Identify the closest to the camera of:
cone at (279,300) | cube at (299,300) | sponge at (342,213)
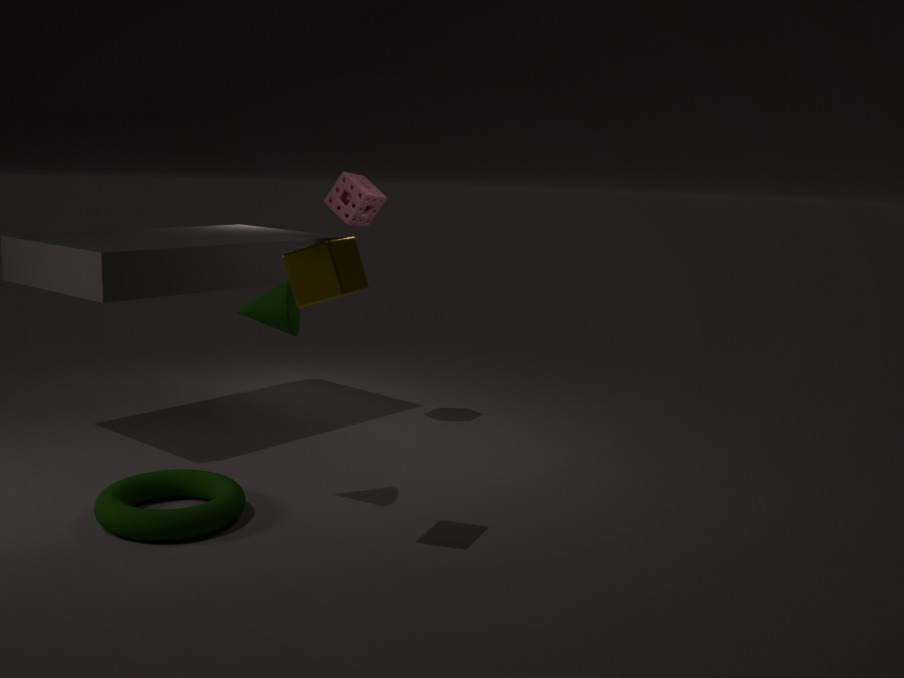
cube at (299,300)
